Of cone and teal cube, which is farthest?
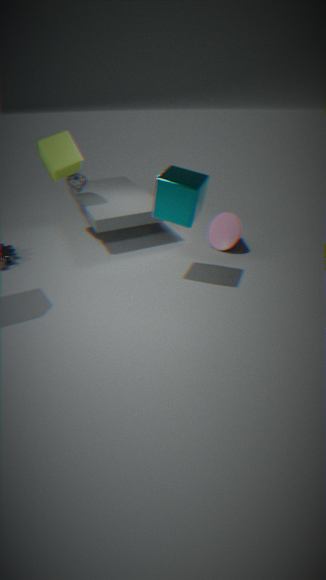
cone
